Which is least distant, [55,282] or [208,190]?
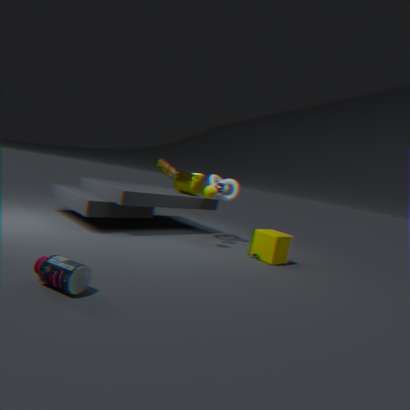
[55,282]
